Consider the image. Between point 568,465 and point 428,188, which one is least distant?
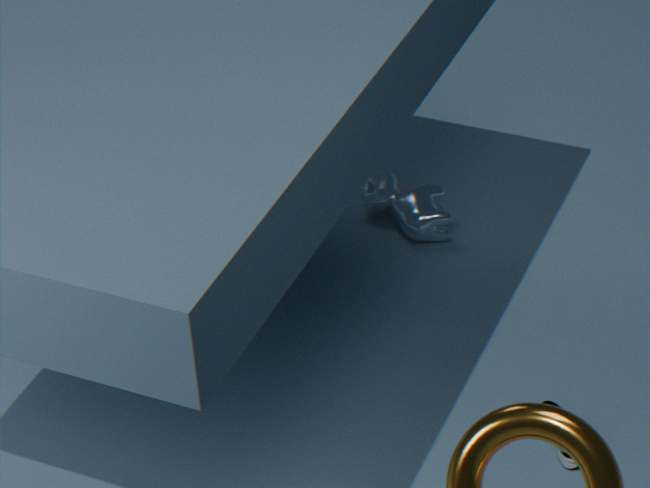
point 568,465
